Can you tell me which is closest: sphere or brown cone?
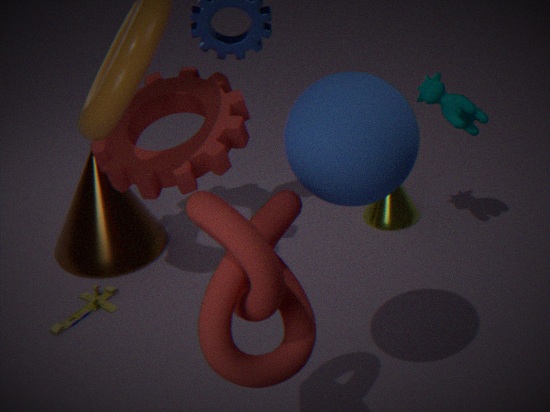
sphere
